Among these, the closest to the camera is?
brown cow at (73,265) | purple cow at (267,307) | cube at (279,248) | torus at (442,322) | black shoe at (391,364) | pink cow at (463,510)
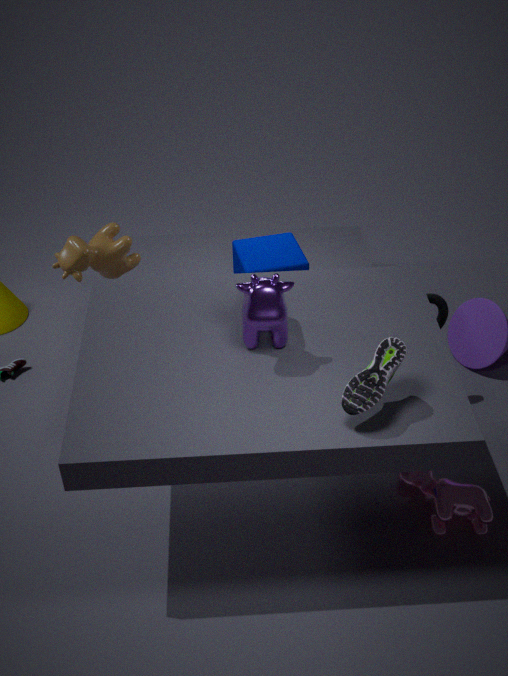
black shoe at (391,364)
